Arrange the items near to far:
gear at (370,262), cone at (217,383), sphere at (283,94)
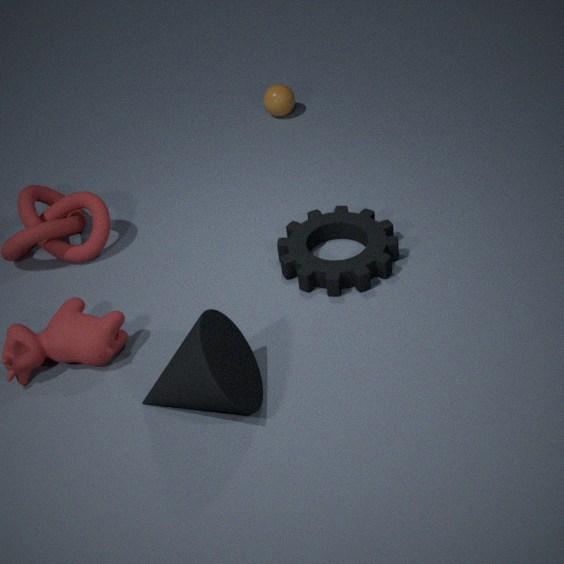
cone at (217,383)
gear at (370,262)
sphere at (283,94)
